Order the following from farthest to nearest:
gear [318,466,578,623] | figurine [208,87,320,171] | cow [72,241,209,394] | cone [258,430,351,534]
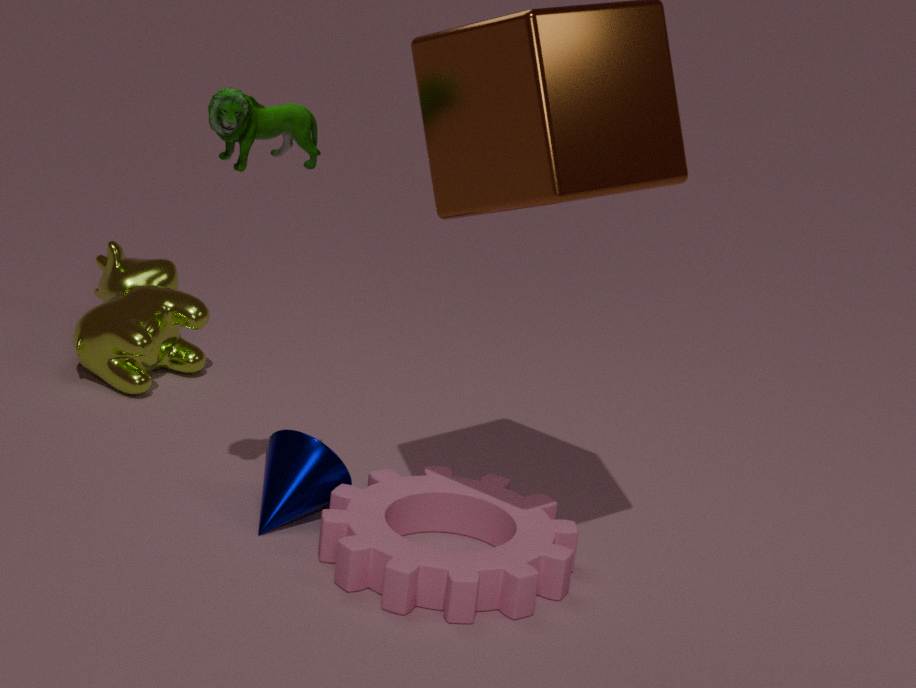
1. cow [72,241,209,394]
2. cone [258,430,351,534]
3. gear [318,466,578,623]
4. figurine [208,87,320,171]
